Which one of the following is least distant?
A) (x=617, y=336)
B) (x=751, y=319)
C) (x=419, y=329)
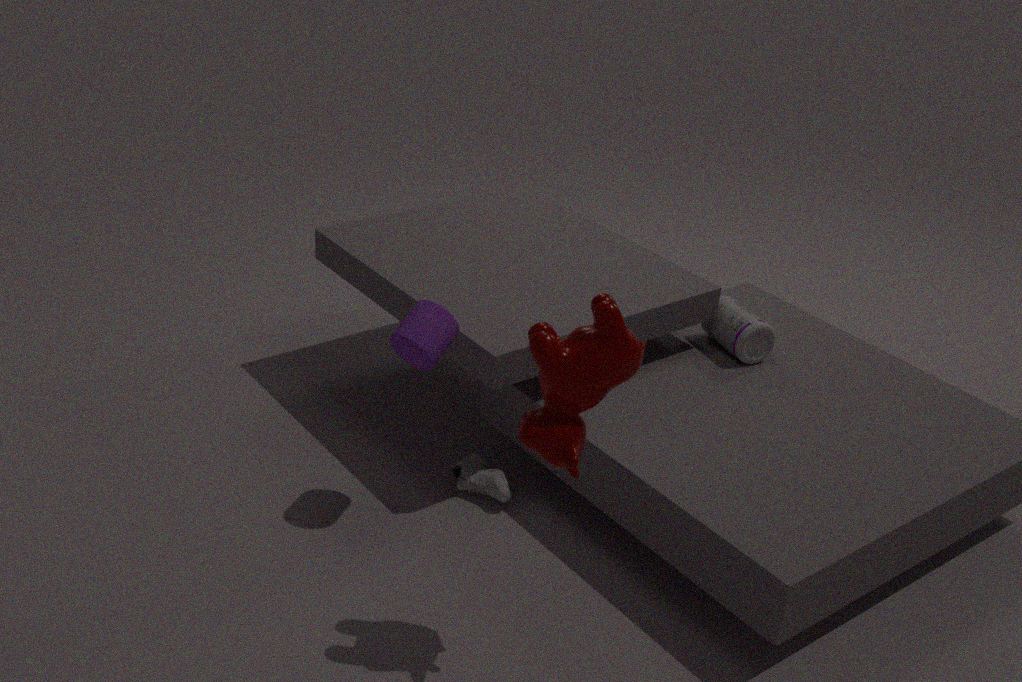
(x=617, y=336)
